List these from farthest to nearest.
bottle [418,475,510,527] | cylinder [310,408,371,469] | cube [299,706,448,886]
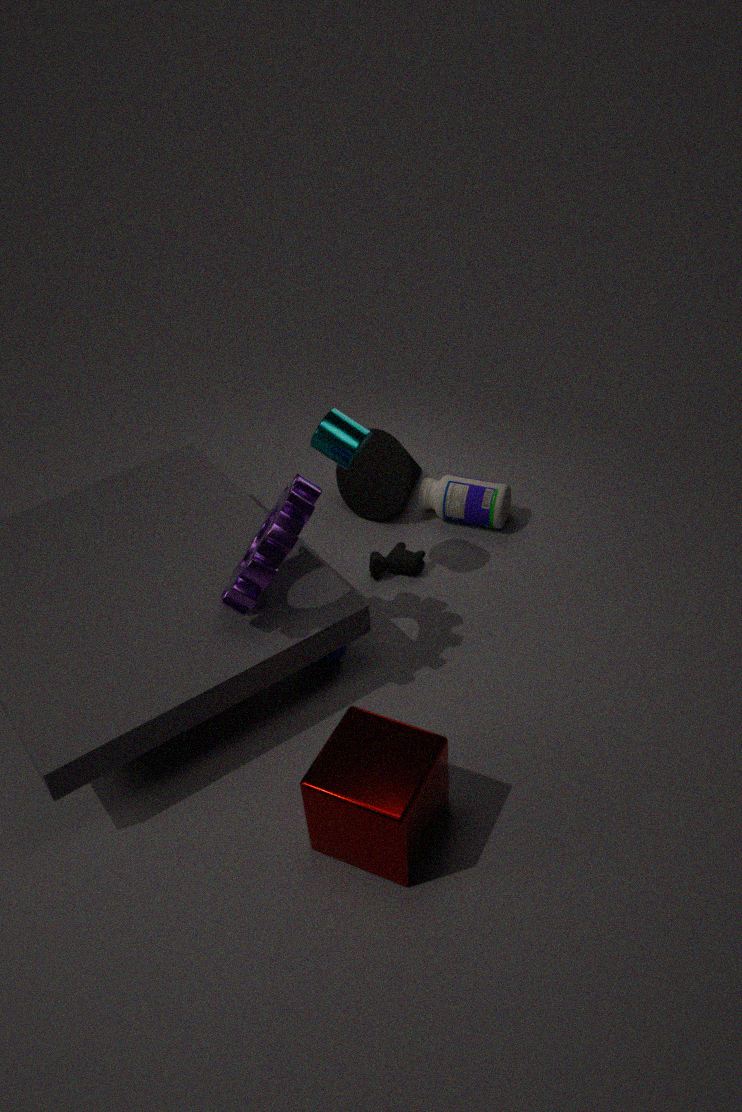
bottle [418,475,510,527] < cylinder [310,408,371,469] < cube [299,706,448,886]
